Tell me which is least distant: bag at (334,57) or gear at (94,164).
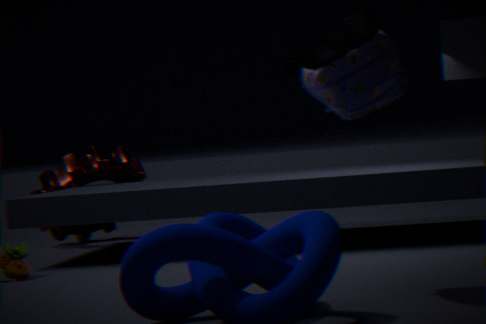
bag at (334,57)
